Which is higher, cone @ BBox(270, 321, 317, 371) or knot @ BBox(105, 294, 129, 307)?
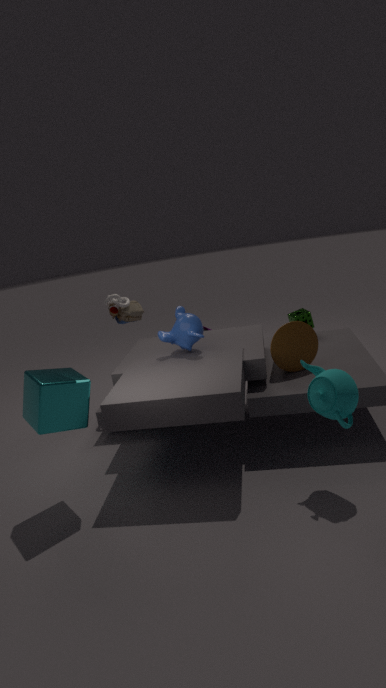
knot @ BBox(105, 294, 129, 307)
